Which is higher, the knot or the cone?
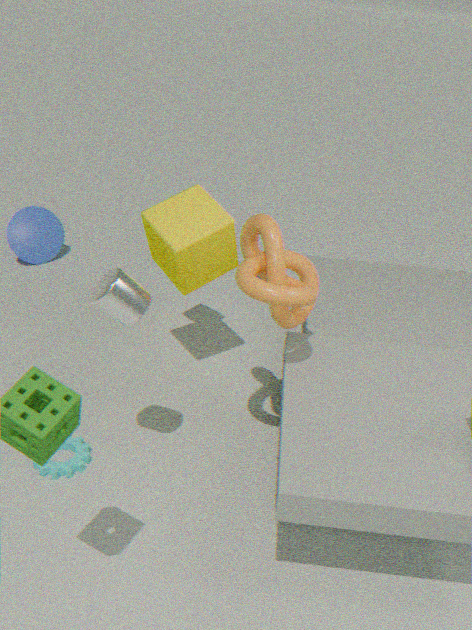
the knot
